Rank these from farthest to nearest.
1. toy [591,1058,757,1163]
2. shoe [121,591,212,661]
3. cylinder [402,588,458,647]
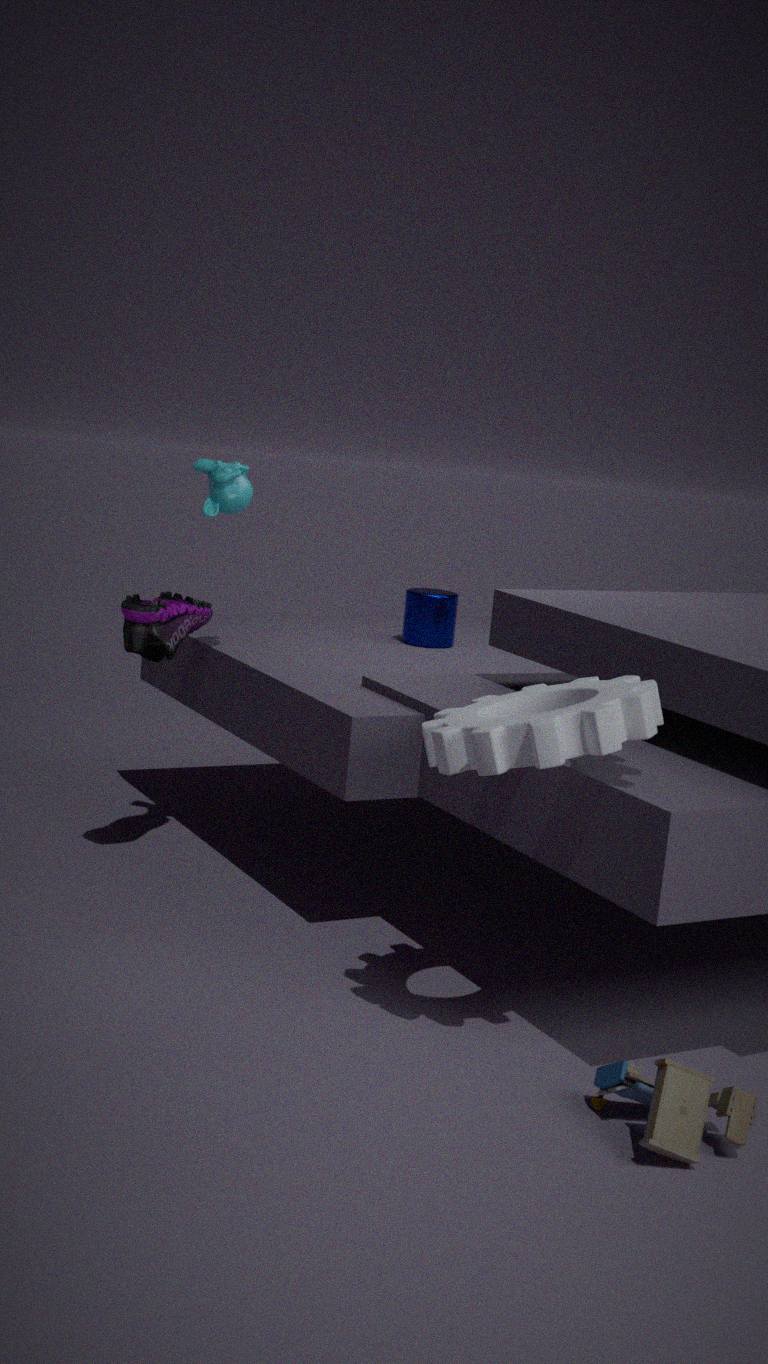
cylinder [402,588,458,647], shoe [121,591,212,661], toy [591,1058,757,1163]
